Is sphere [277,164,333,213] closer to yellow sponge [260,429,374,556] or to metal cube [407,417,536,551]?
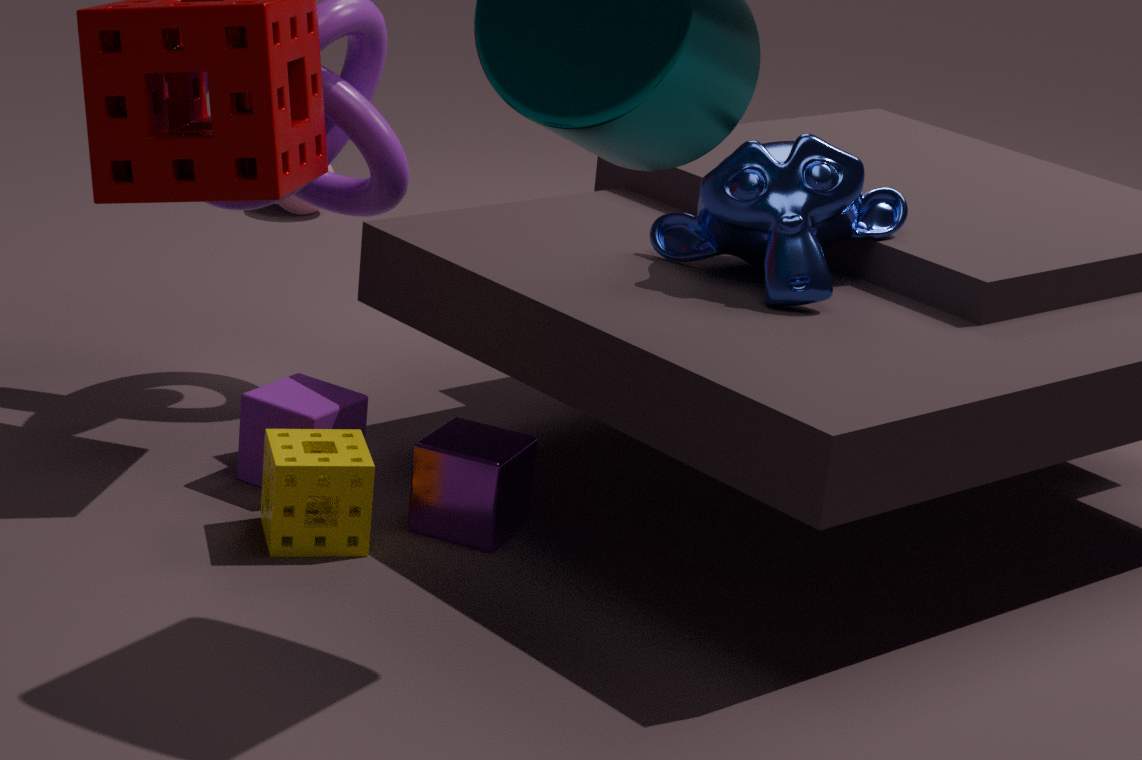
metal cube [407,417,536,551]
